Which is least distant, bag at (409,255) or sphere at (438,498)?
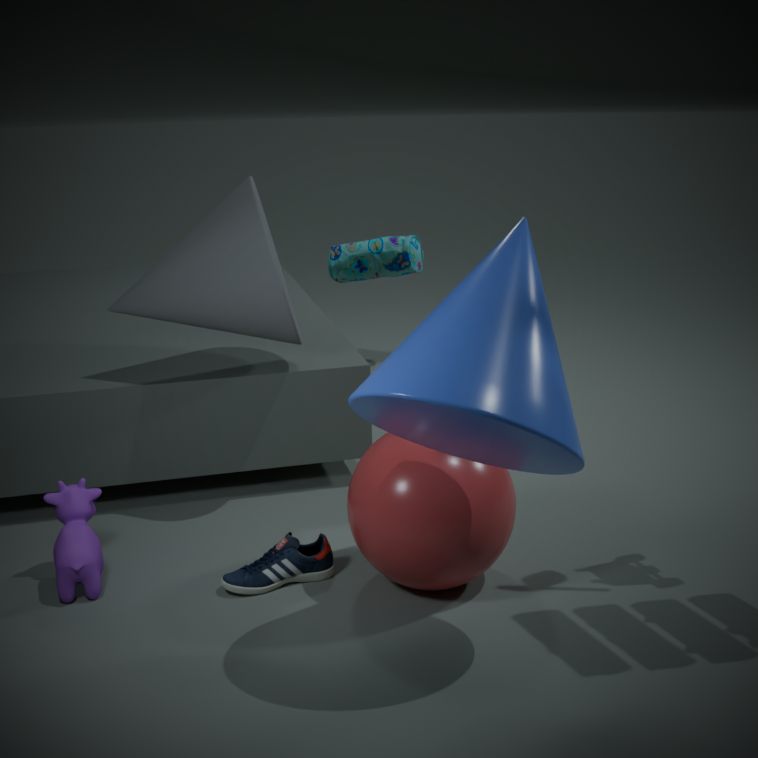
sphere at (438,498)
